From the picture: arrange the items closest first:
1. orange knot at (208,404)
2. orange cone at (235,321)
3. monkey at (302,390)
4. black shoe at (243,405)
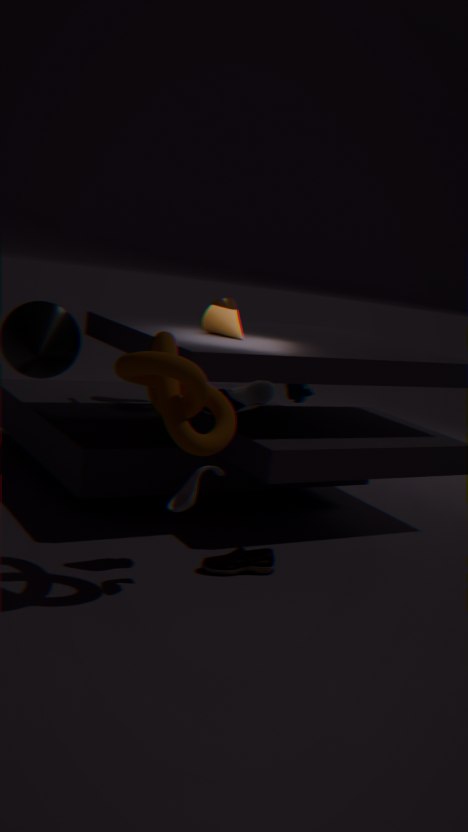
orange knot at (208,404), black shoe at (243,405), orange cone at (235,321), monkey at (302,390)
